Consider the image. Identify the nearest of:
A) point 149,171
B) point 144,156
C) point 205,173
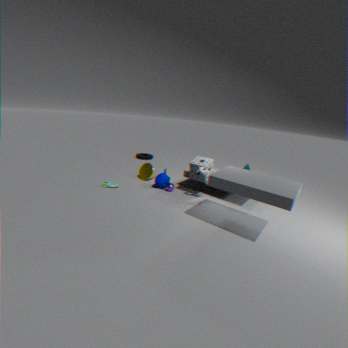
point 205,173
